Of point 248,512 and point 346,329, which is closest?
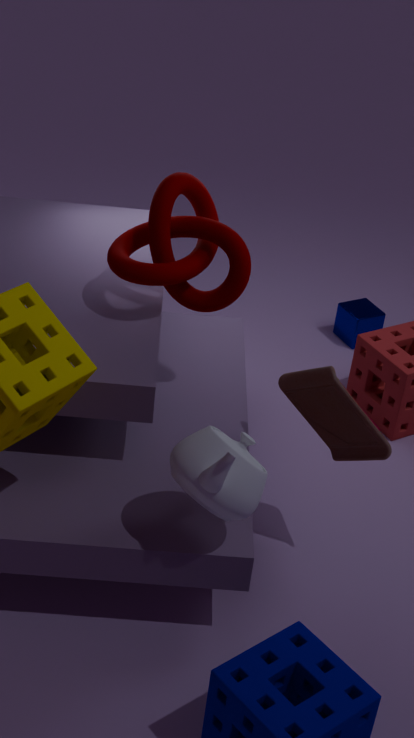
point 248,512
